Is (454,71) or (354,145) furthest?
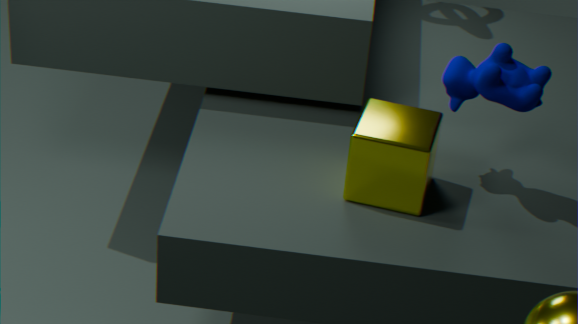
(454,71)
